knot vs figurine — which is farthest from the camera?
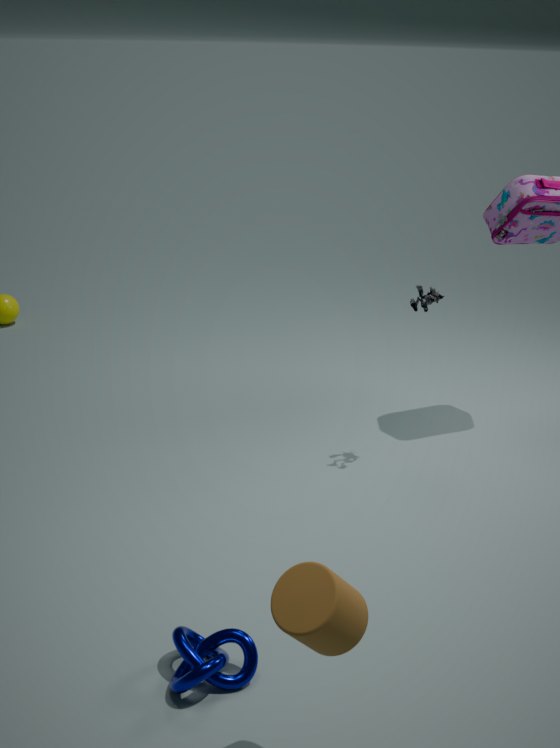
figurine
